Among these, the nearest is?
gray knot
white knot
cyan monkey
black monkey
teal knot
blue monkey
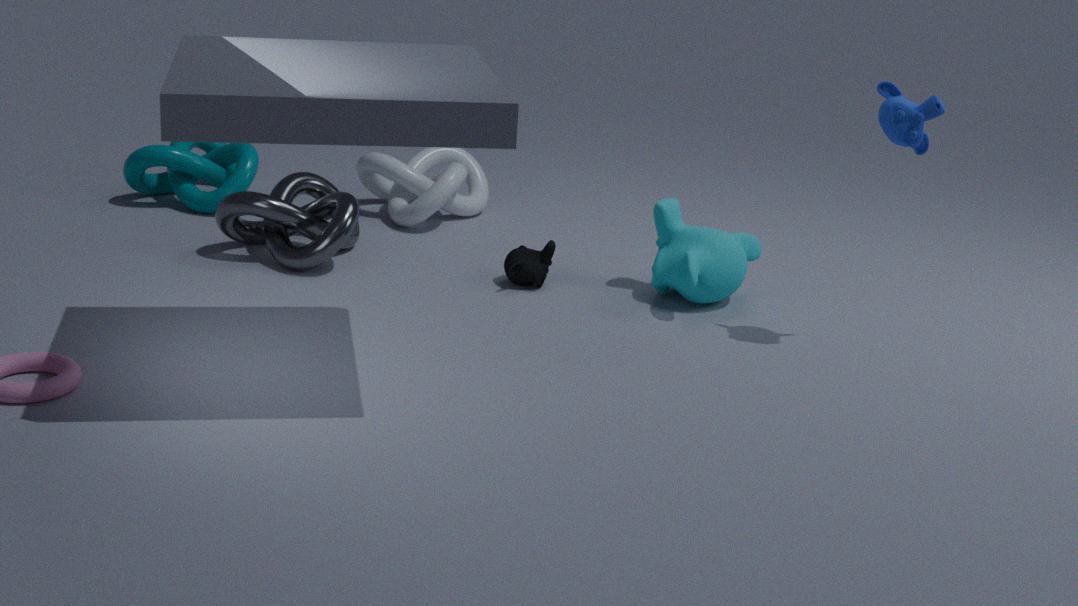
blue monkey
